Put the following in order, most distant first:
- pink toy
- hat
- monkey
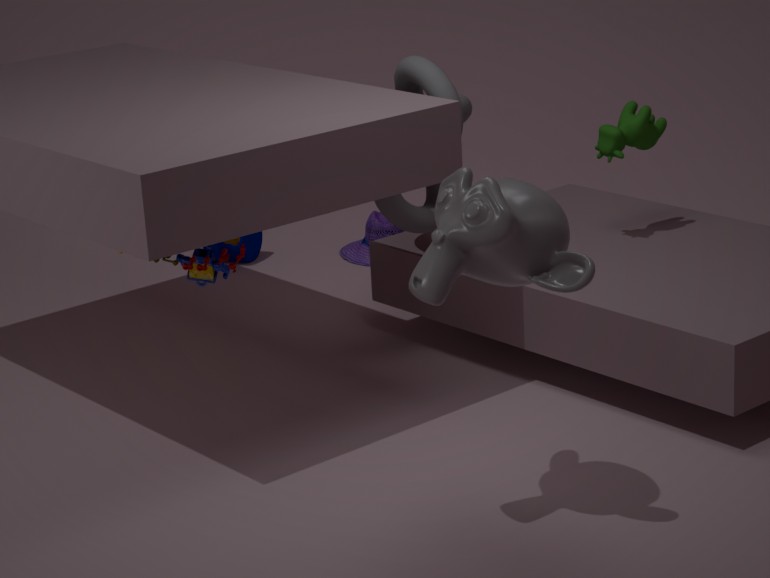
1. hat
2. pink toy
3. monkey
